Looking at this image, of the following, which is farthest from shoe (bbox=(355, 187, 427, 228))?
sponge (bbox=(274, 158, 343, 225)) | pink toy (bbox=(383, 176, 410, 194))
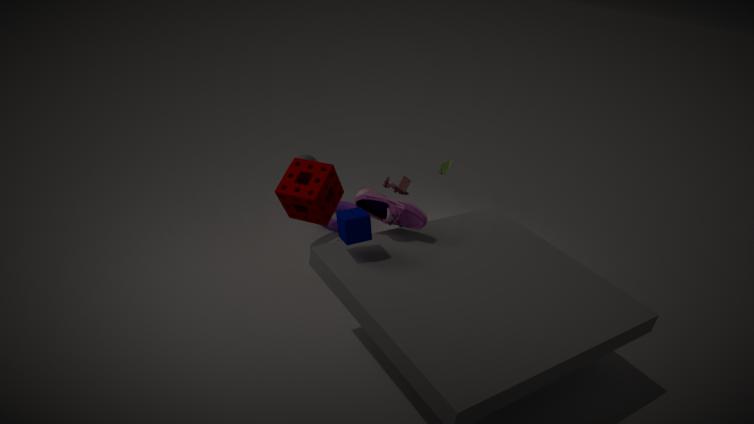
pink toy (bbox=(383, 176, 410, 194))
